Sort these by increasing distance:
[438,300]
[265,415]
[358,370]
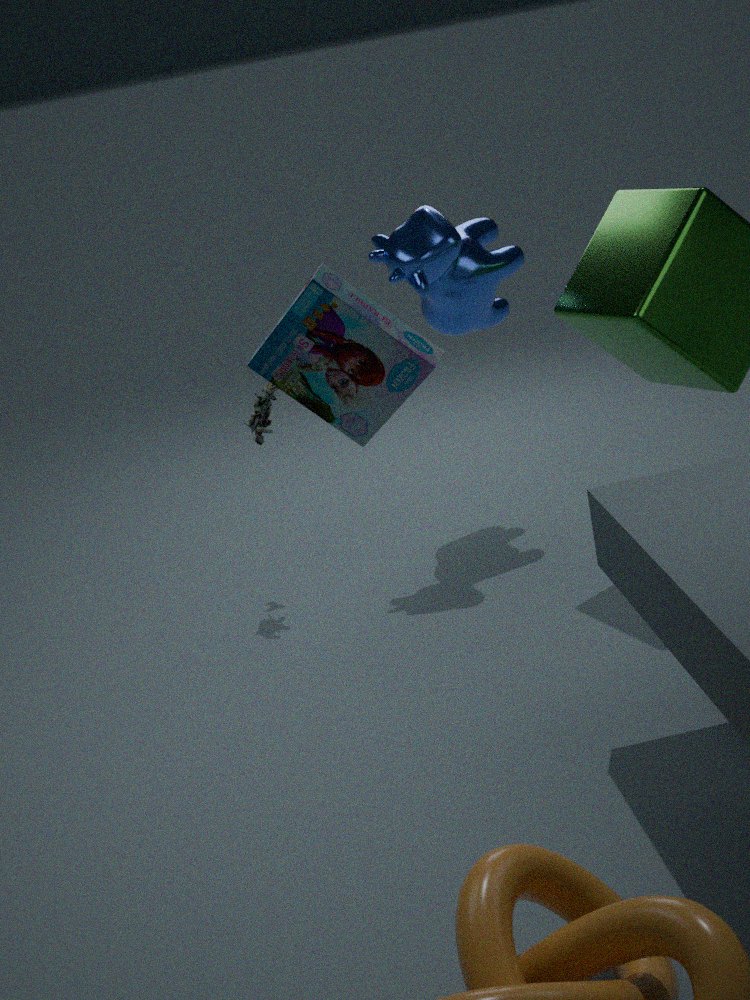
[358,370] → [265,415] → [438,300]
